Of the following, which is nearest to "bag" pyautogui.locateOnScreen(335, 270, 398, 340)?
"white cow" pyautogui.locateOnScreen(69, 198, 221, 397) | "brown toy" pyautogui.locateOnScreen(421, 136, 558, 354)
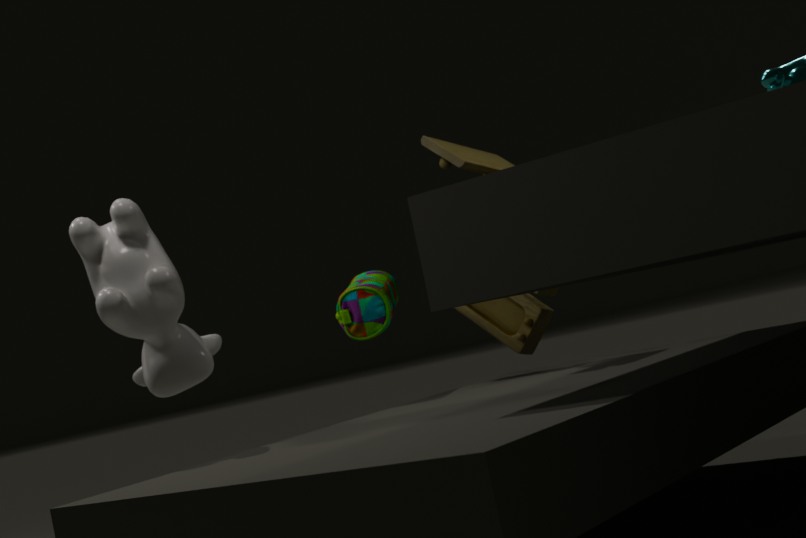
"brown toy" pyautogui.locateOnScreen(421, 136, 558, 354)
